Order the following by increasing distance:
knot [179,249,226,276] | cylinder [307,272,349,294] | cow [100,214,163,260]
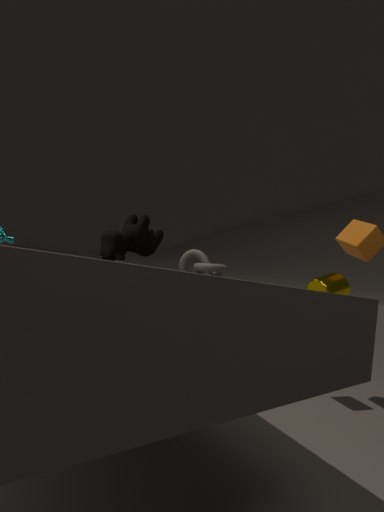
A: 1. cylinder [307,272,349,294]
2. cow [100,214,163,260]
3. knot [179,249,226,276]
